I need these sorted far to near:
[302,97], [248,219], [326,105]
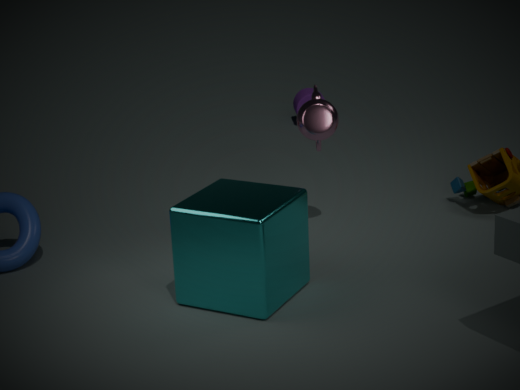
[302,97]
[326,105]
[248,219]
